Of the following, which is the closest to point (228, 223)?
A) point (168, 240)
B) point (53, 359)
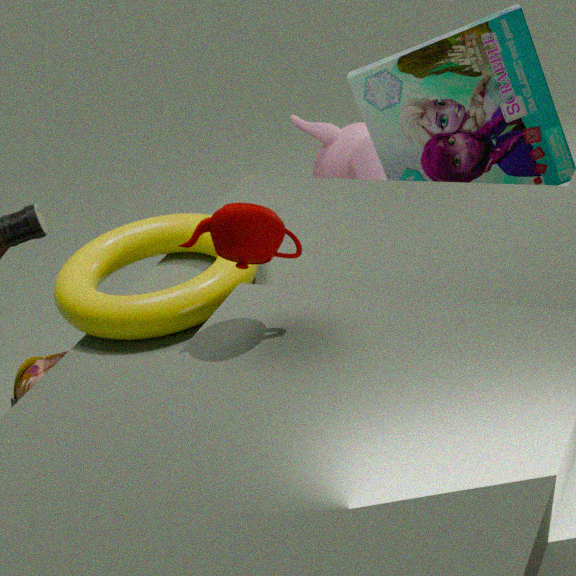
point (168, 240)
